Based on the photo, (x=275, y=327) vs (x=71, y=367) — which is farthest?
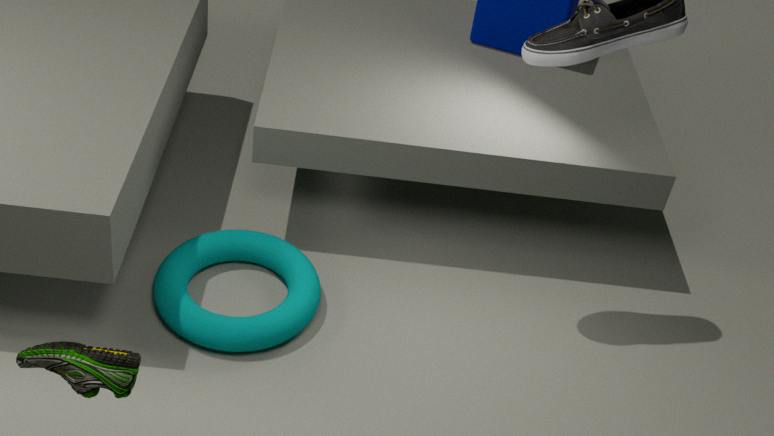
(x=275, y=327)
